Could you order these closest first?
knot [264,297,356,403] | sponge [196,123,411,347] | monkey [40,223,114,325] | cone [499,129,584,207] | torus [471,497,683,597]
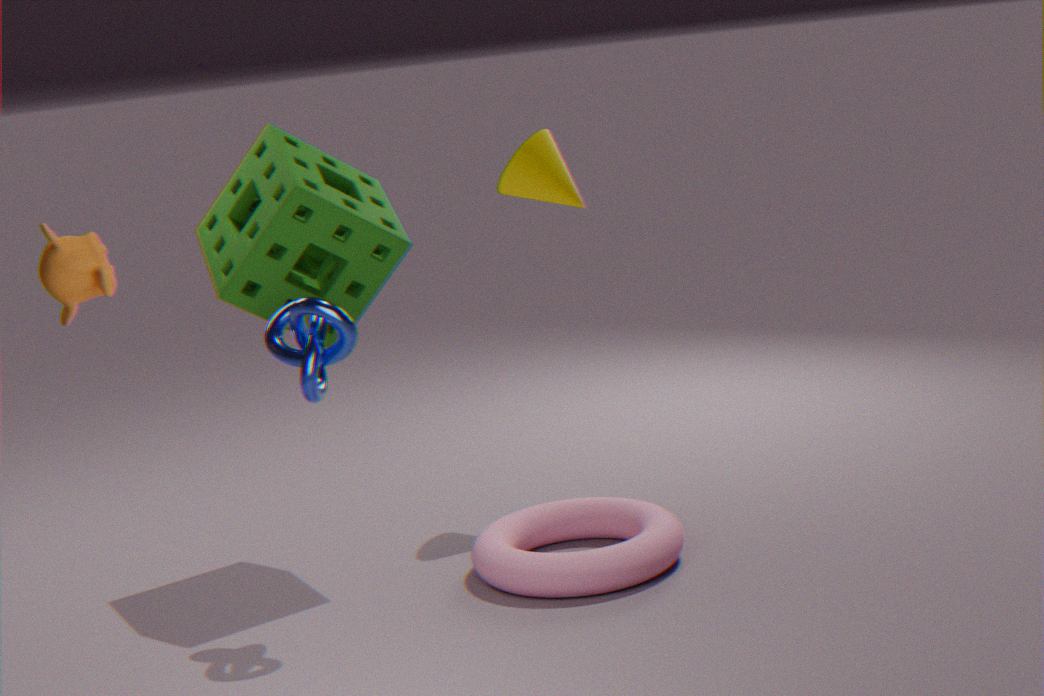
monkey [40,223,114,325], knot [264,297,356,403], torus [471,497,683,597], sponge [196,123,411,347], cone [499,129,584,207]
